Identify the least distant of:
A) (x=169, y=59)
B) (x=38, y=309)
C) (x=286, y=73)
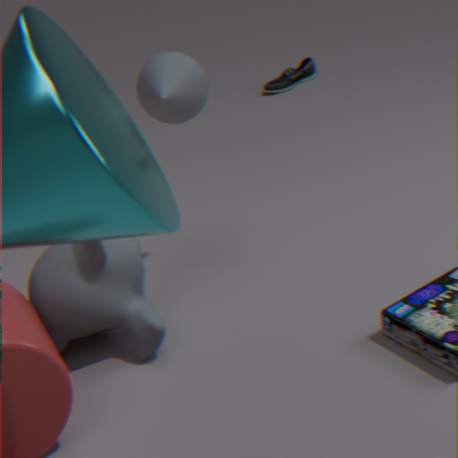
(x=38, y=309)
